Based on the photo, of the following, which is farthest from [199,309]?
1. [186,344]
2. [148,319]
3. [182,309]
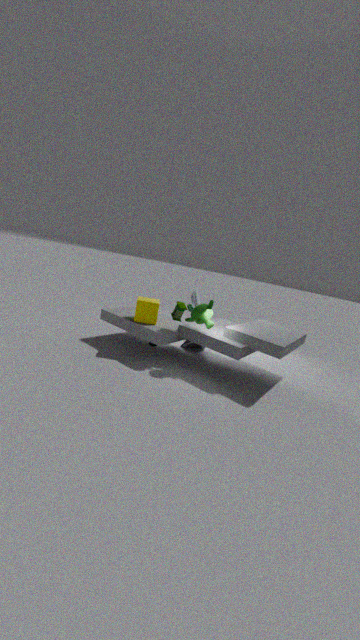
[186,344]
